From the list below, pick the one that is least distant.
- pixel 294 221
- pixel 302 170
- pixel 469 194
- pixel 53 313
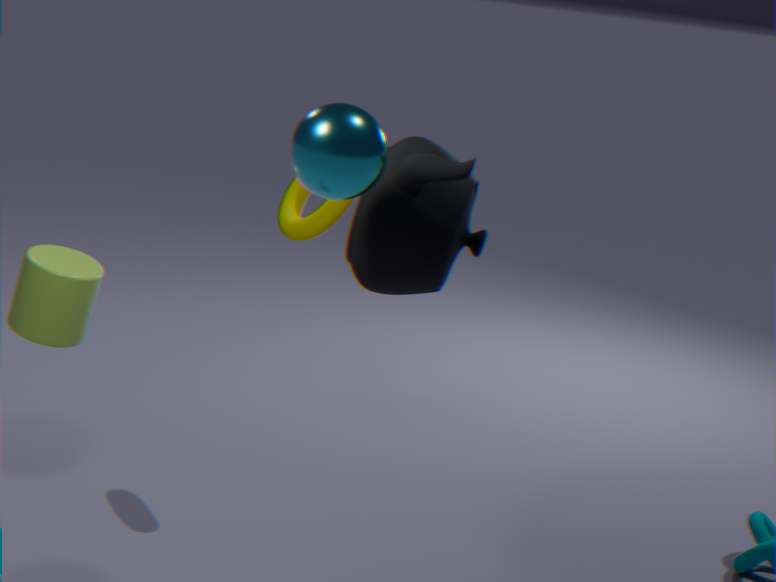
pixel 302 170
